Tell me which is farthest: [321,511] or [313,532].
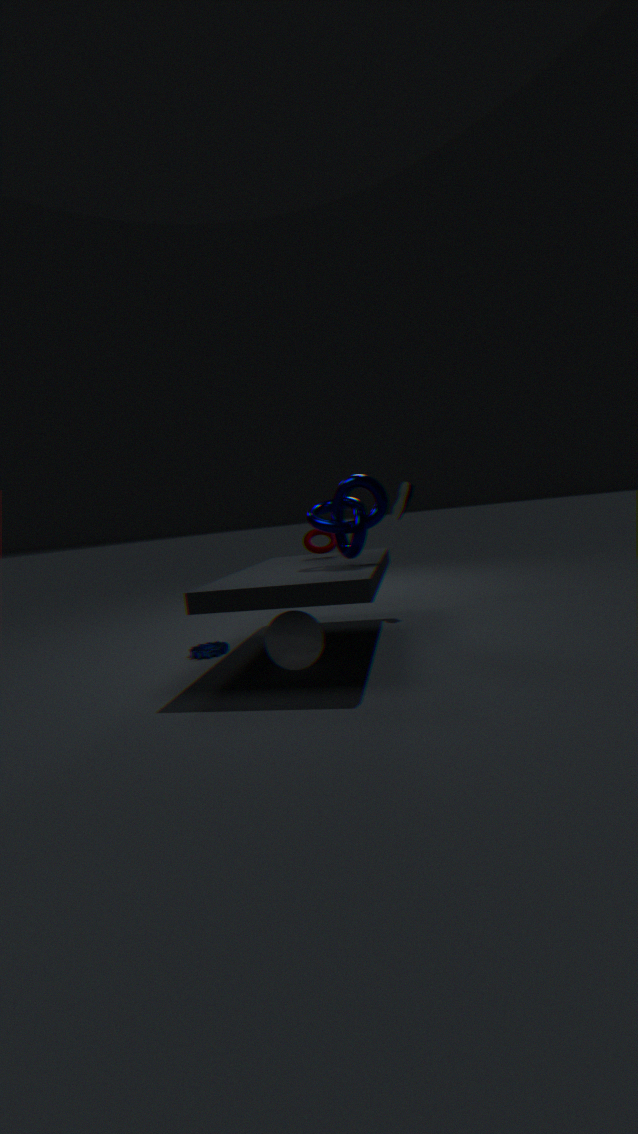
[313,532]
